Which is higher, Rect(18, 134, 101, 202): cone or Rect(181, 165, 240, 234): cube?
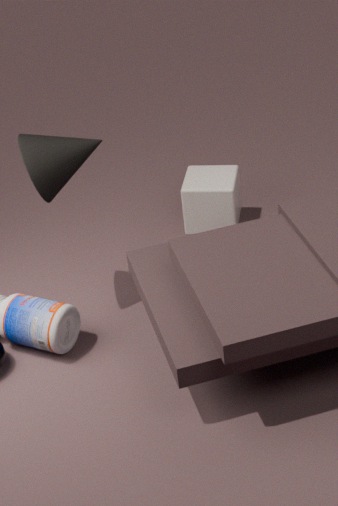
Rect(18, 134, 101, 202): cone
